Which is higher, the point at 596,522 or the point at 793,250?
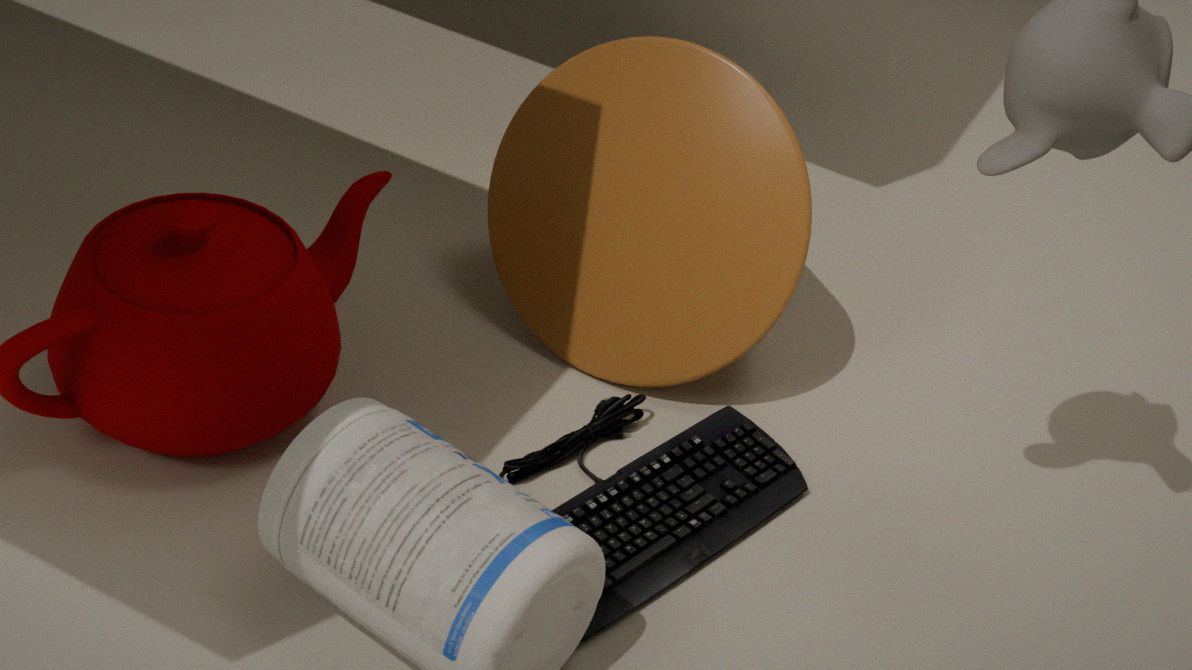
the point at 793,250
